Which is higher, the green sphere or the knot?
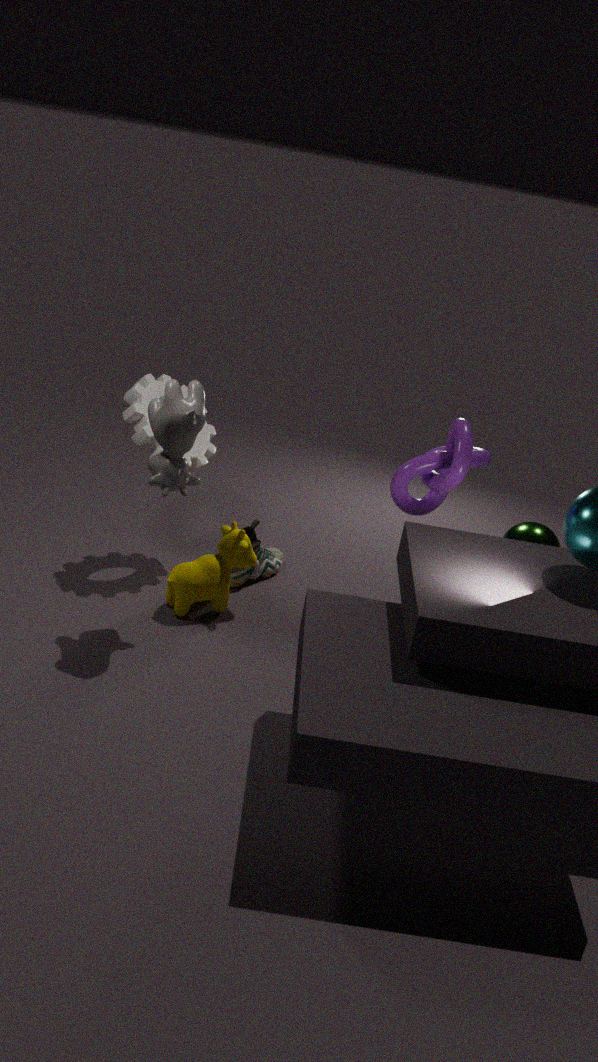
the knot
